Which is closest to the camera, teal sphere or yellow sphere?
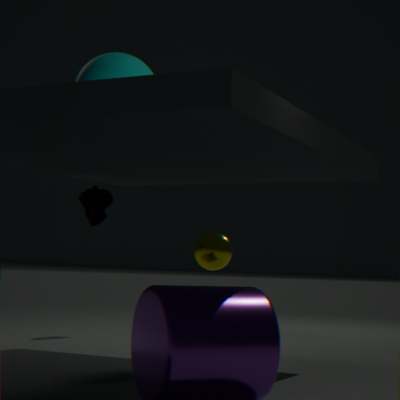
teal sphere
